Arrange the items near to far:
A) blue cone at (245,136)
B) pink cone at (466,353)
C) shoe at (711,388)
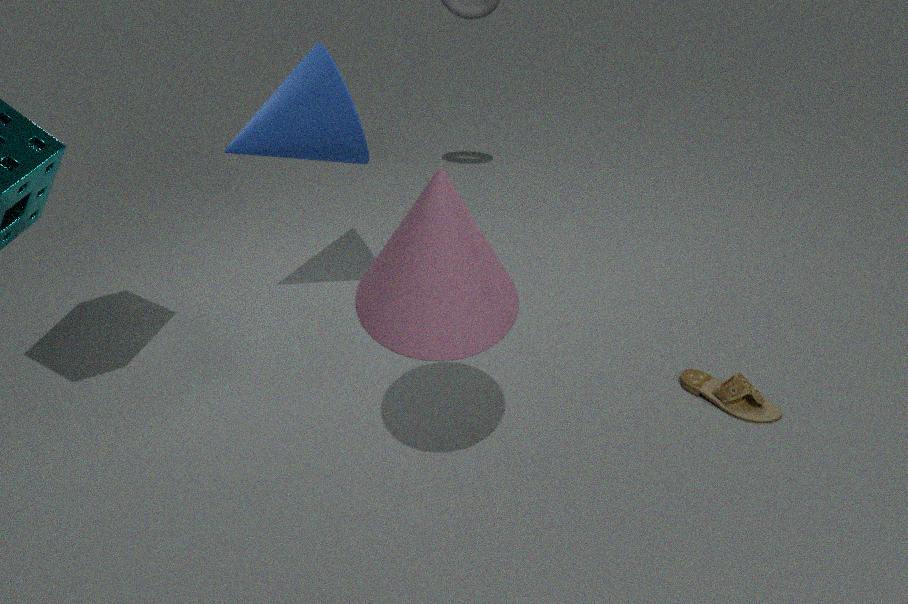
1. pink cone at (466,353)
2. blue cone at (245,136)
3. shoe at (711,388)
